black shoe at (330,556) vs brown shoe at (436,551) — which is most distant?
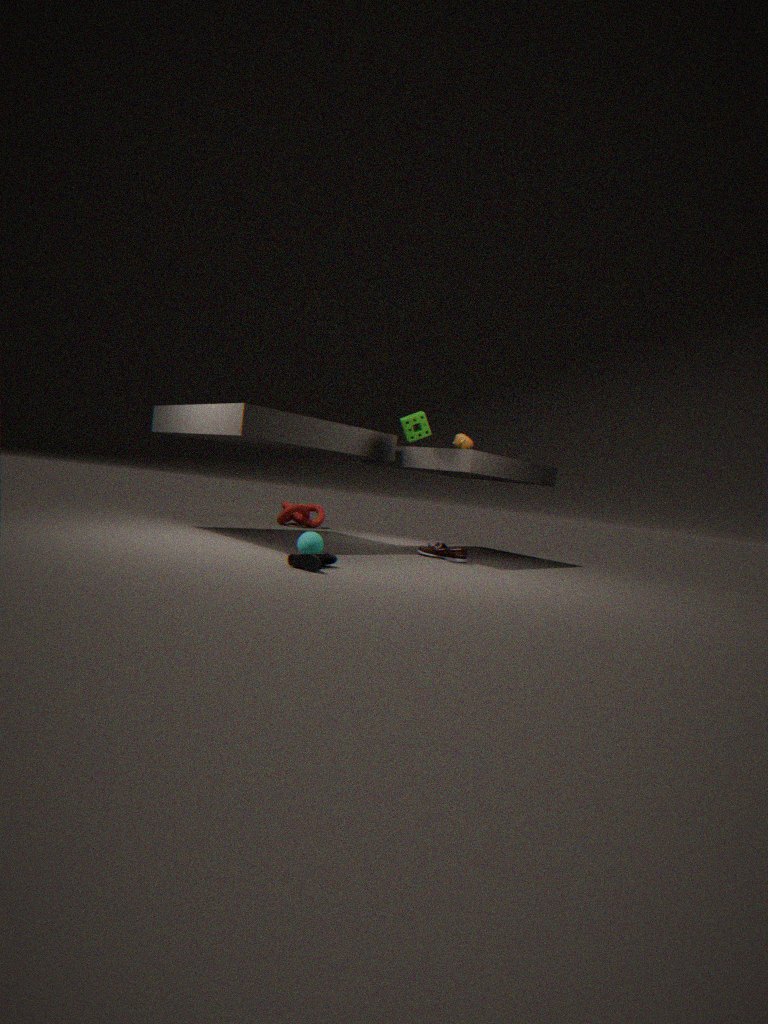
brown shoe at (436,551)
